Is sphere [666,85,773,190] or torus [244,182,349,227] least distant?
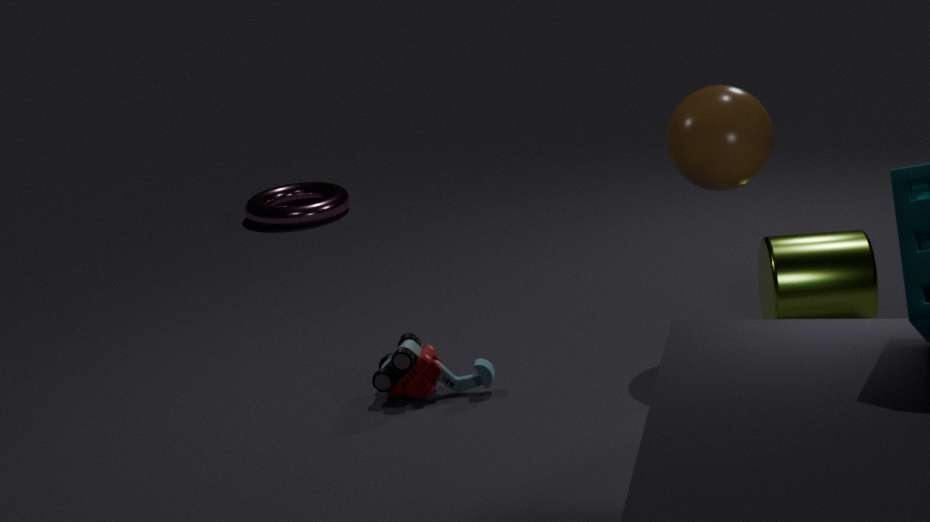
sphere [666,85,773,190]
